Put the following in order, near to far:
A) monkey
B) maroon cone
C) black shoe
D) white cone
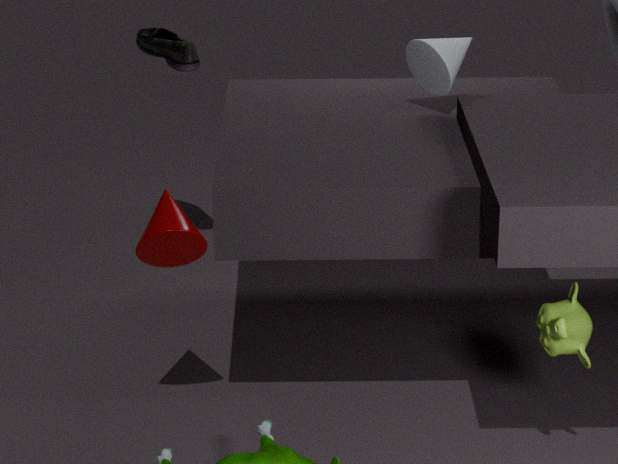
monkey < maroon cone < white cone < black shoe
